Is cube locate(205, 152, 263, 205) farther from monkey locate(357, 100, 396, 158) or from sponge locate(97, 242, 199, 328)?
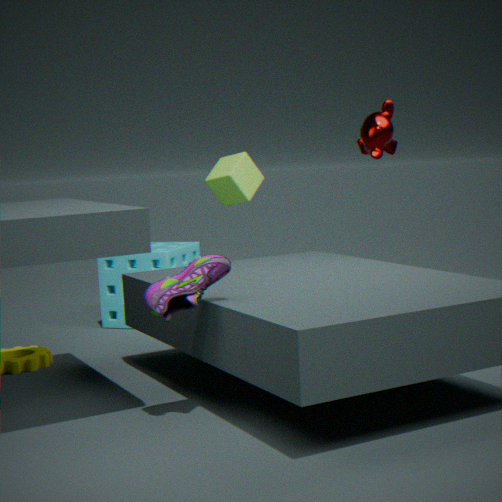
monkey locate(357, 100, 396, 158)
